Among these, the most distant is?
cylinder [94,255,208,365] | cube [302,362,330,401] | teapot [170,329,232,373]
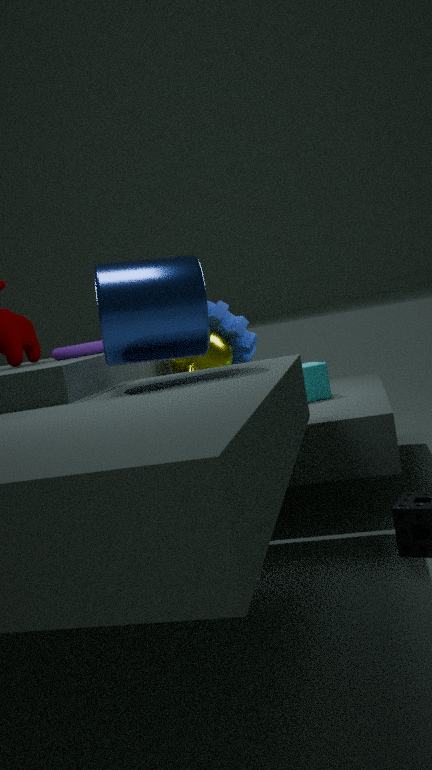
cube [302,362,330,401]
